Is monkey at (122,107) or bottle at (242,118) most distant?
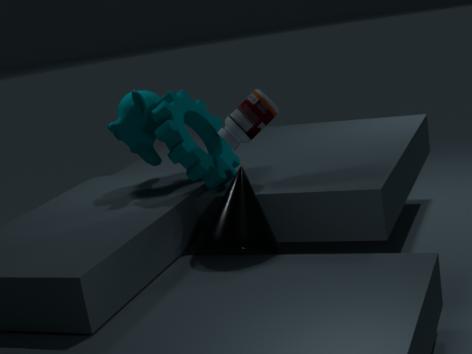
monkey at (122,107)
